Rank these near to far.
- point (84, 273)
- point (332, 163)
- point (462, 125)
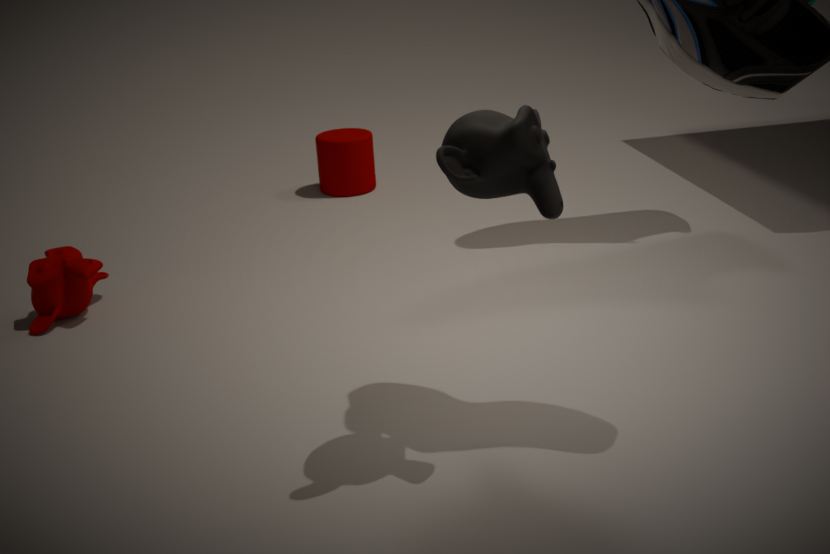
point (462, 125), point (84, 273), point (332, 163)
